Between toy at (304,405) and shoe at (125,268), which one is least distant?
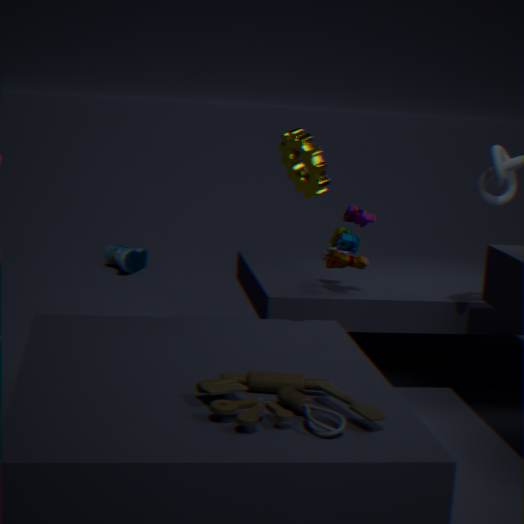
toy at (304,405)
